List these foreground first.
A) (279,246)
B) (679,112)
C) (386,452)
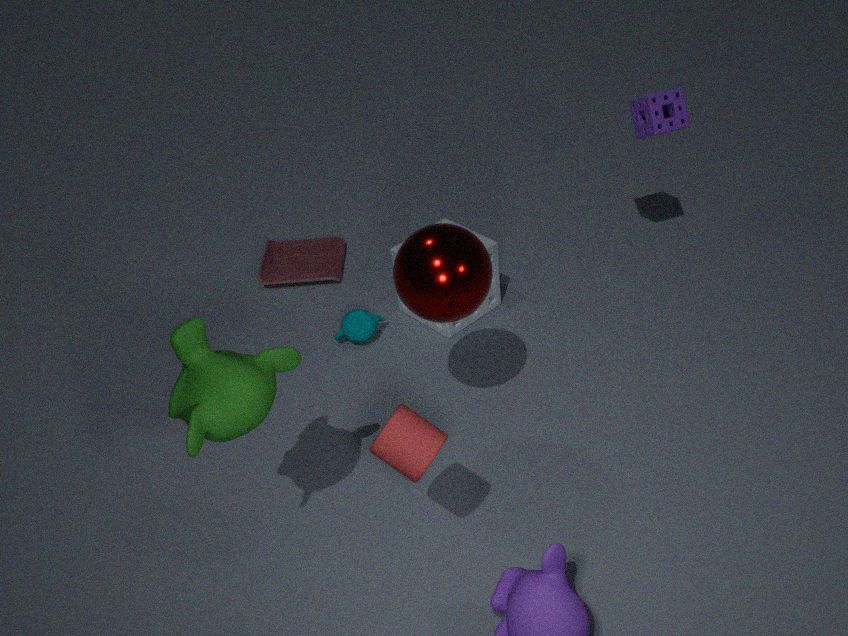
(386,452) → (679,112) → (279,246)
